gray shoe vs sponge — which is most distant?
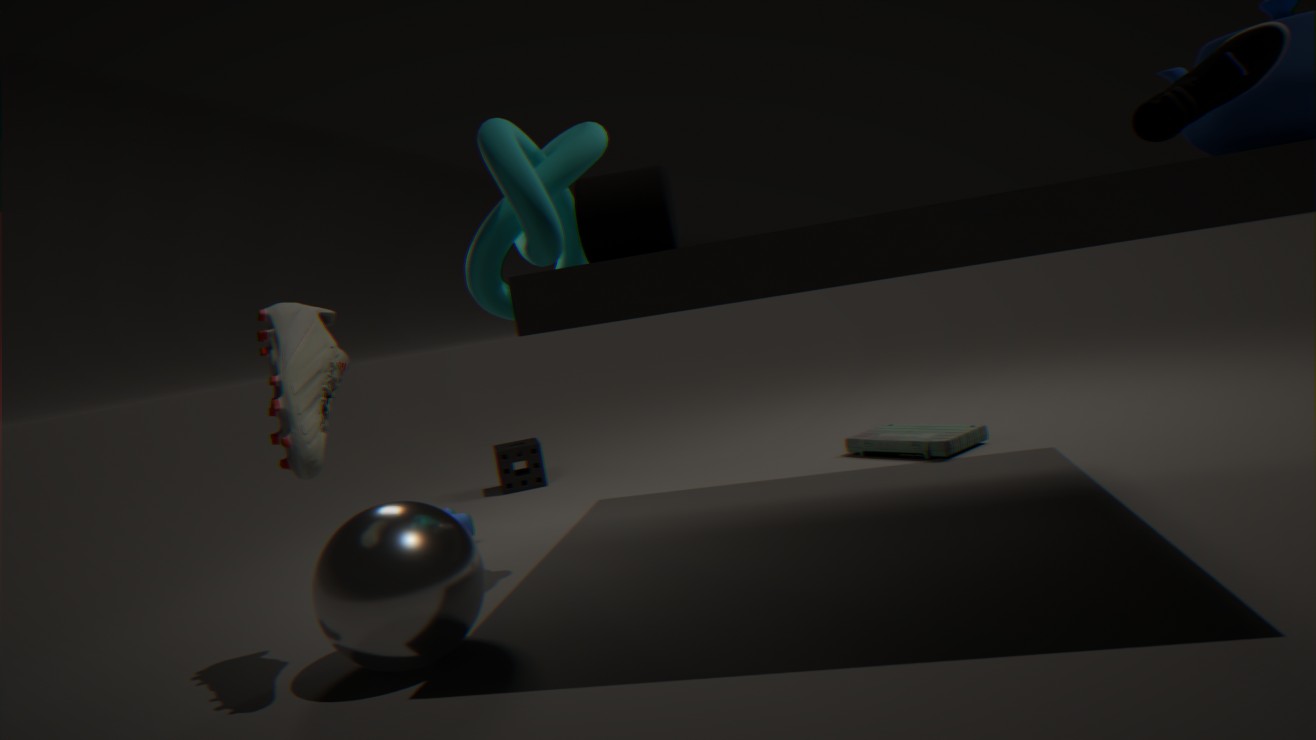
sponge
